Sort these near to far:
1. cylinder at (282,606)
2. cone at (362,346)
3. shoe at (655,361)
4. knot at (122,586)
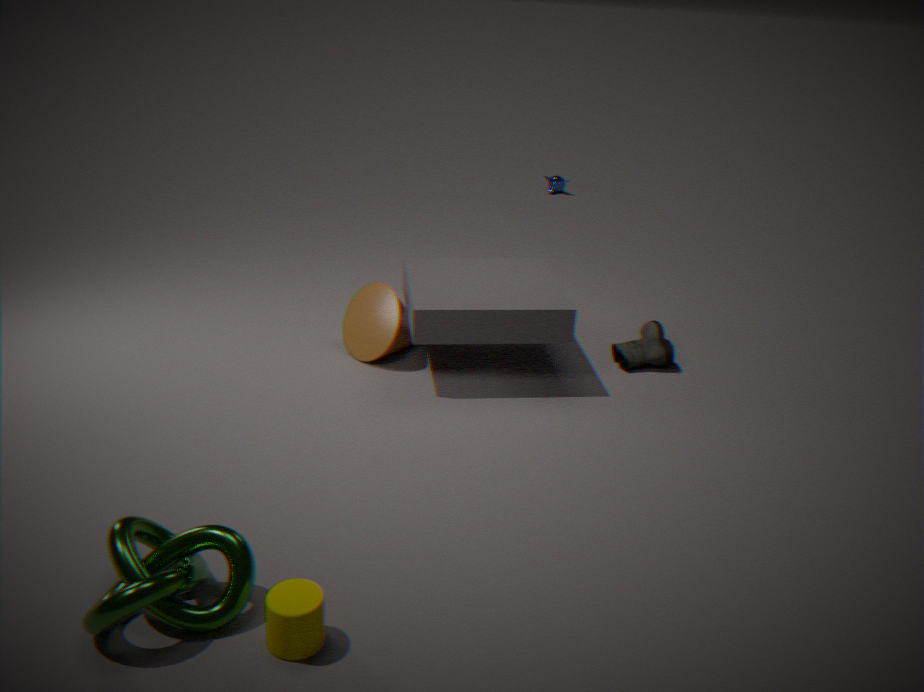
1. knot at (122,586)
2. cylinder at (282,606)
3. cone at (362,346)
4. shoe at (655,361)
